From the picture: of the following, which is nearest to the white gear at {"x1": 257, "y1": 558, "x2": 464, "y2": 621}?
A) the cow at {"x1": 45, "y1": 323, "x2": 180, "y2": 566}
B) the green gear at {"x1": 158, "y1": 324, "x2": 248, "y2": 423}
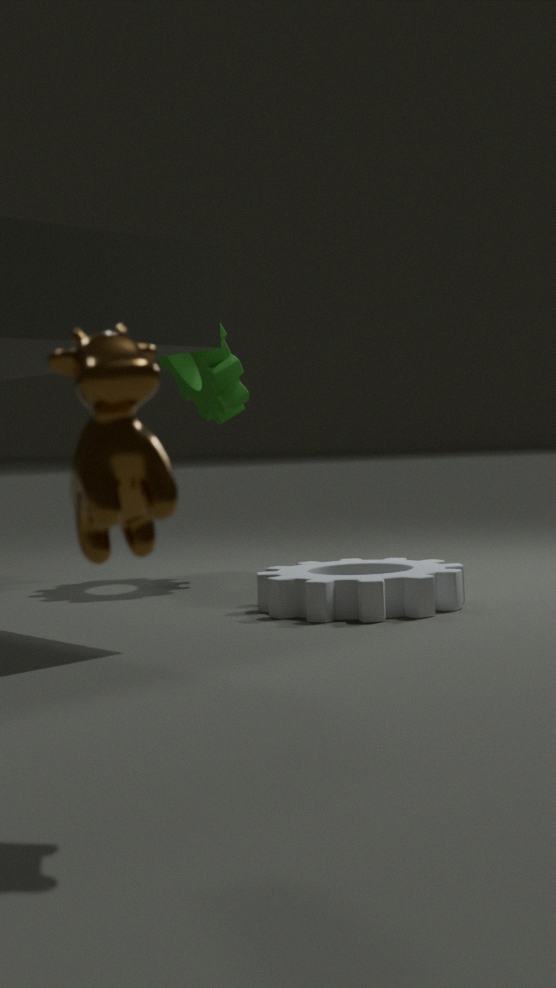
the green gear at {"x1": 158, "y1": 324, "x2": 248, "y2": 423}
